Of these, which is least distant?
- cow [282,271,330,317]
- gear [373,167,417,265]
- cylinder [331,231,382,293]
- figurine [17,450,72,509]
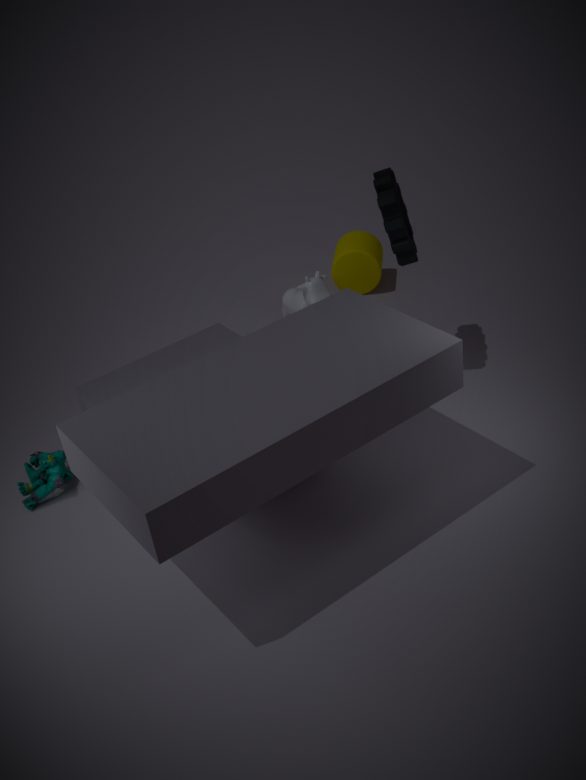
gear [373,167,417,265]
